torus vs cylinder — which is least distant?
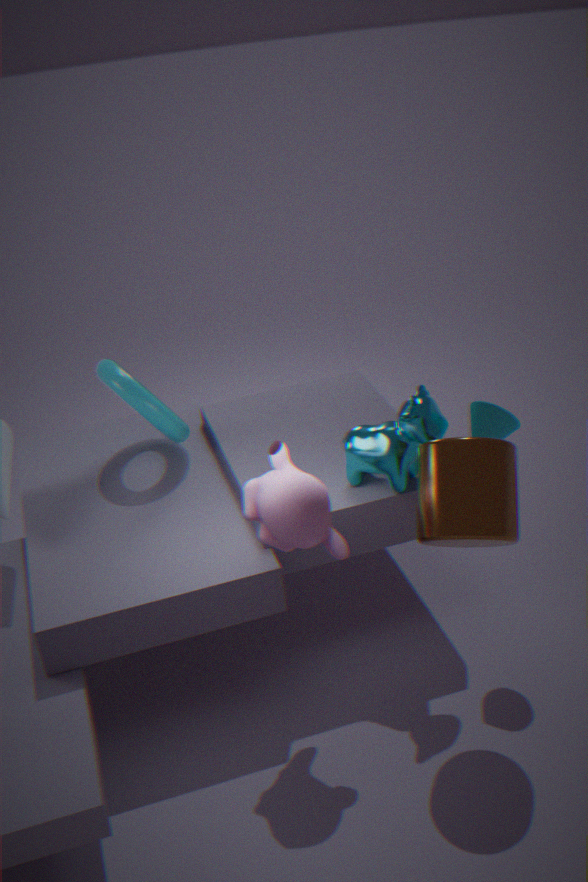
cylinder
